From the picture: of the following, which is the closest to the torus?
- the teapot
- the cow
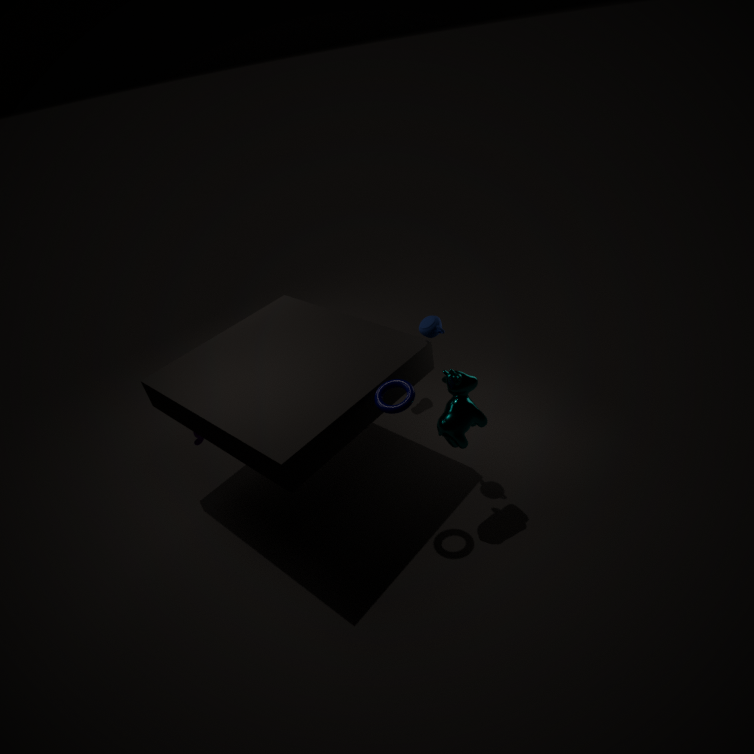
the cow
